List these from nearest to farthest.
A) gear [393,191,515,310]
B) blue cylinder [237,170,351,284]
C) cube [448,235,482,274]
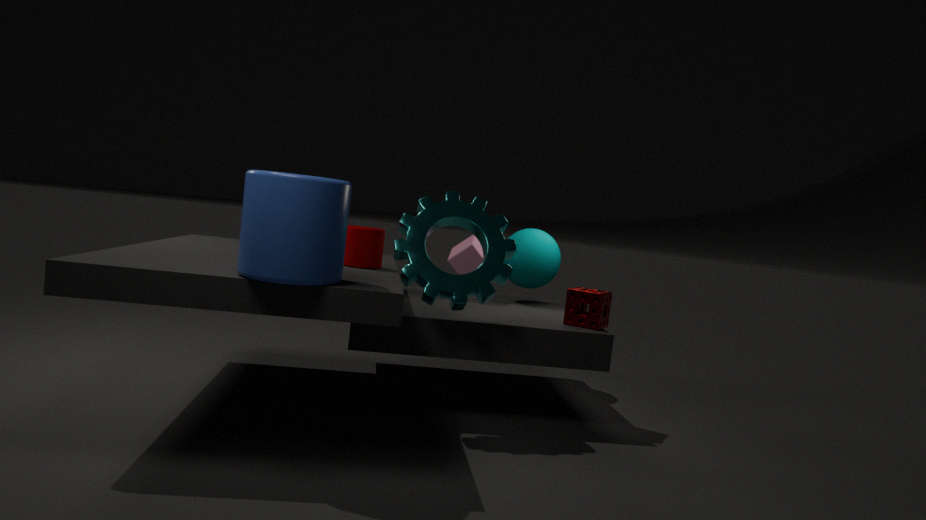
B. blue cylinder [237,170,351,284], A. gear [393,191,515,310], C. cube [448,235,482,274]
